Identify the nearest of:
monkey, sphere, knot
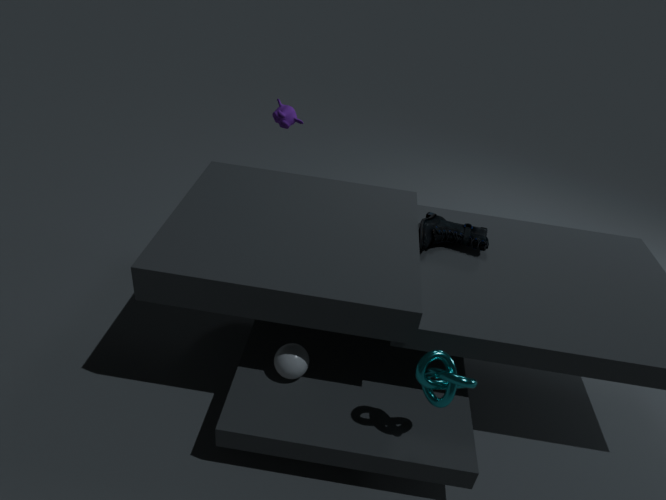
knot
